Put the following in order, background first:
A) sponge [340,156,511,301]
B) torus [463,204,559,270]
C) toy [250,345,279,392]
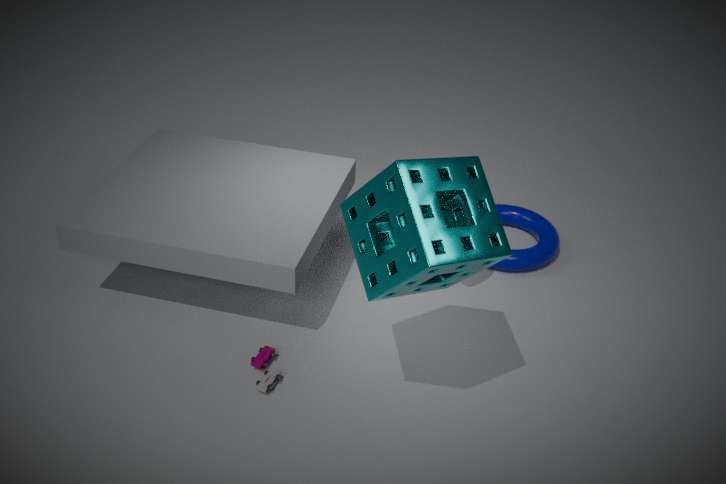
torus [463,204,559,270], toy [250,345,279,392], sponge [340,156,511,301]
